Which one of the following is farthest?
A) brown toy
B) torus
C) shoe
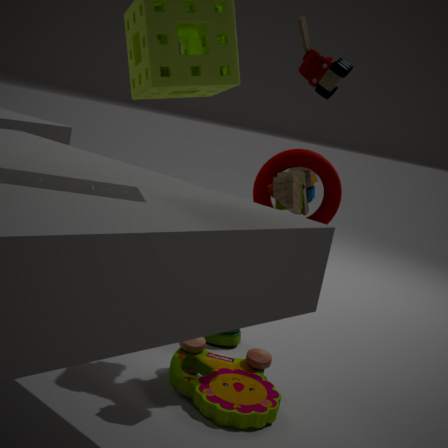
shoe
